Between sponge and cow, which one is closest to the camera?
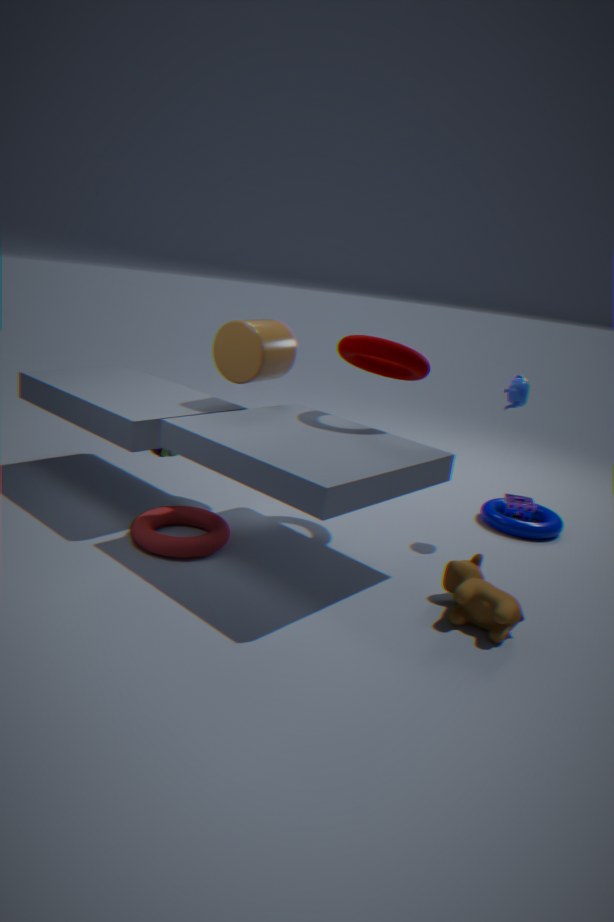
cow
